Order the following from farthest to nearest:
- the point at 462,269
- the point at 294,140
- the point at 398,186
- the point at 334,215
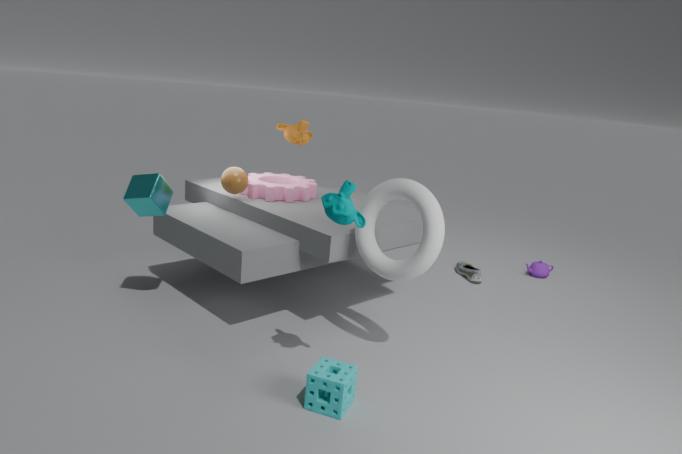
1. the point at 462,269
2. the point at 294,140
3. the point at 398,186
4. the point at 334,215
